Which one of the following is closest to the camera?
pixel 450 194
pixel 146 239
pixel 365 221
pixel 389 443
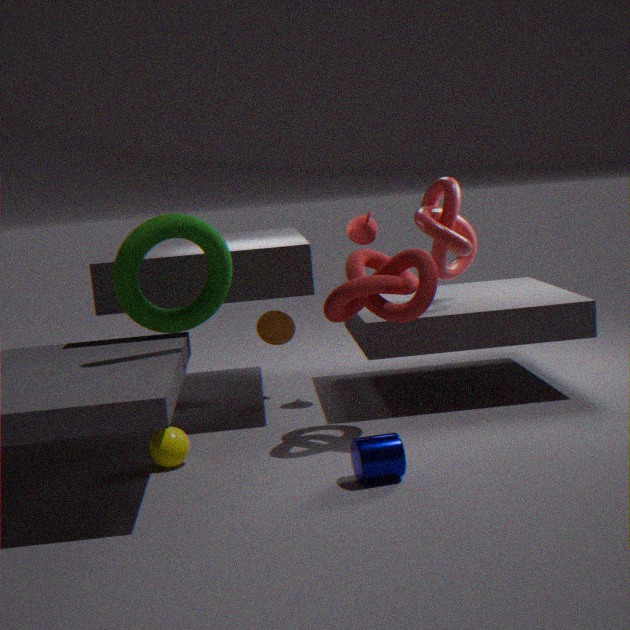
pixel 389 443
